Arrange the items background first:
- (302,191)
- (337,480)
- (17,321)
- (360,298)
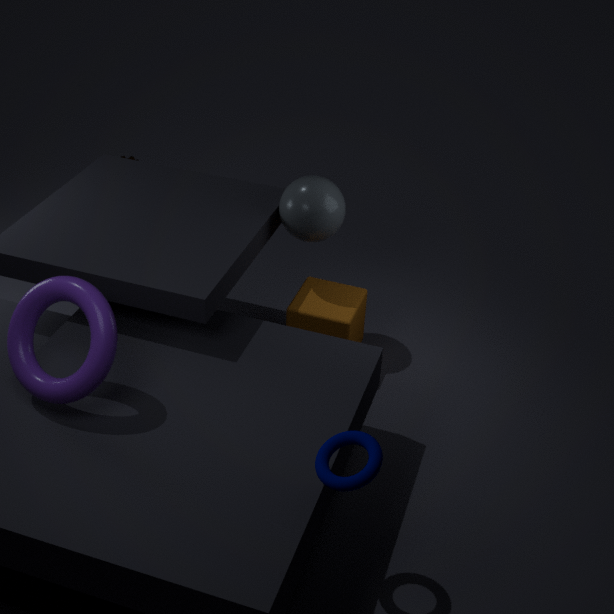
1. (360,298)
2. (302,191)
3. (17,321)
4. (337,480)
